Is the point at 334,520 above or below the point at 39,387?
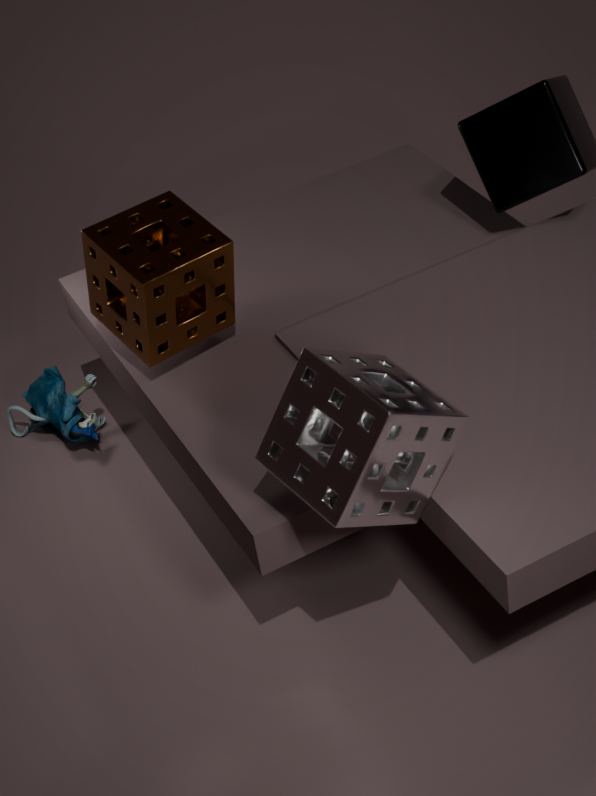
above
